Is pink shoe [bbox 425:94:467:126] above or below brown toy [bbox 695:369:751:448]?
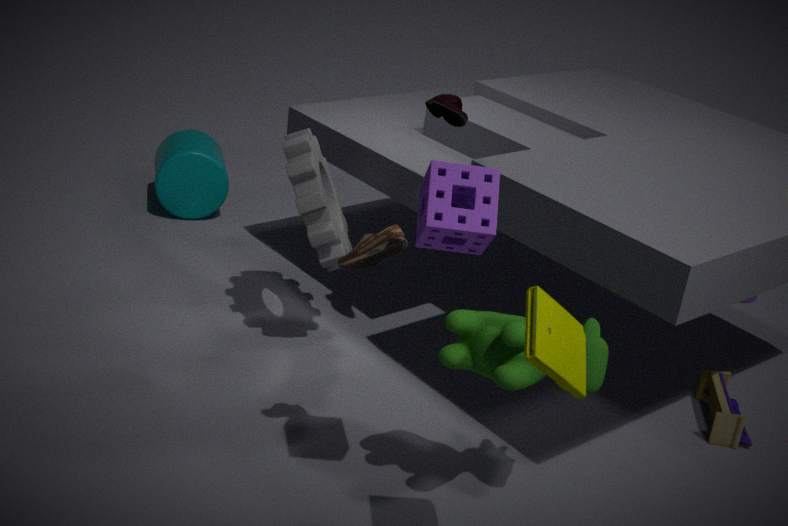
above
